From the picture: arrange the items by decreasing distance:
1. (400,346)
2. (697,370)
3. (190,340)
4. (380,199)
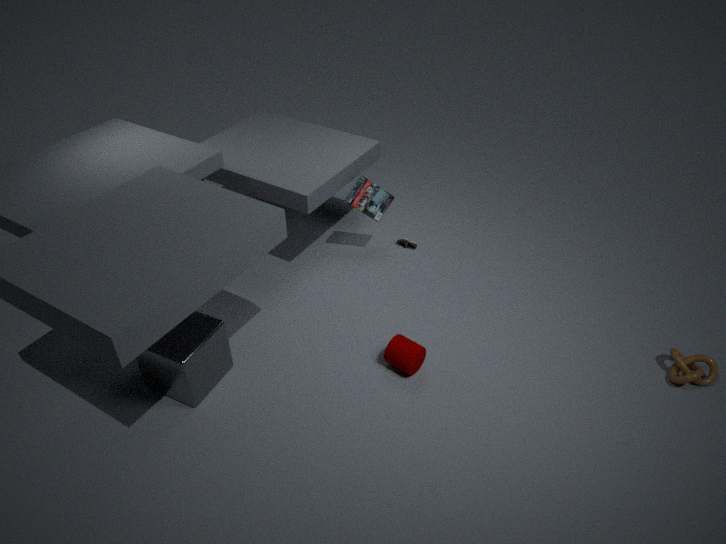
(380,199), (400,346), (697,370), (190,340)
